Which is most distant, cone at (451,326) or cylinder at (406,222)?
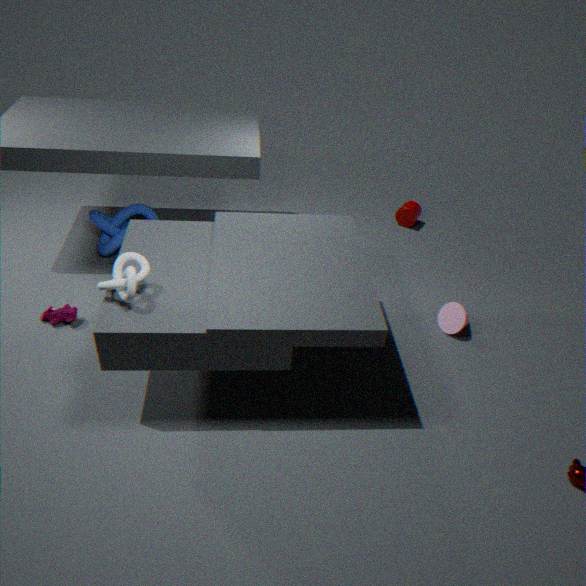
cylinder at (406,222)
